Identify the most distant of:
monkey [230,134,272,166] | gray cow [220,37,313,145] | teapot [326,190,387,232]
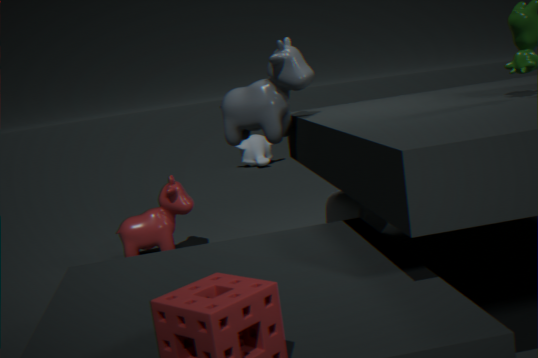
monkey [230,134,272,166]
